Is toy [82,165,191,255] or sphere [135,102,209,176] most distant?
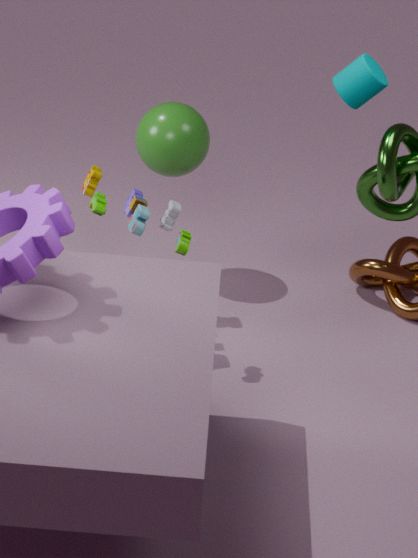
sphere [135,102,209,176]
